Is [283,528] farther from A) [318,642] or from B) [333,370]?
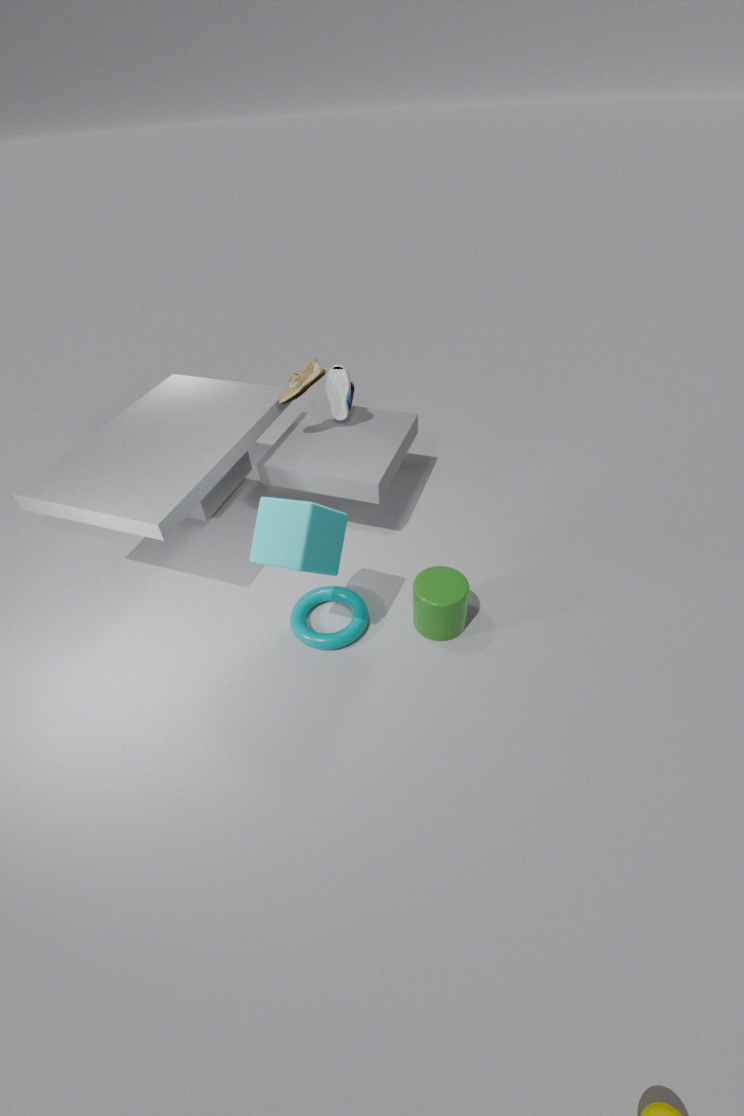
B) [333,370]
